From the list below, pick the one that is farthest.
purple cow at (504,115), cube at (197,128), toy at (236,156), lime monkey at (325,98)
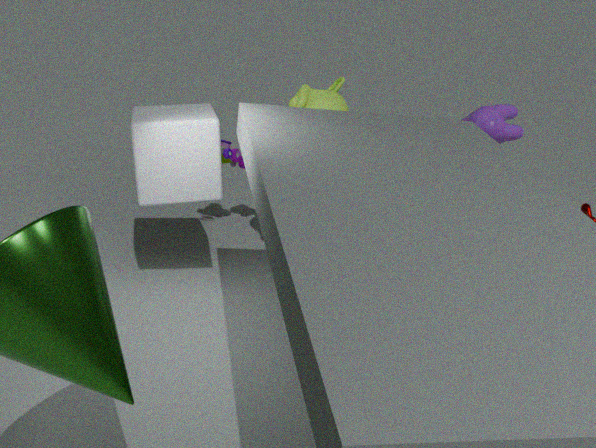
toy at (236,156)
